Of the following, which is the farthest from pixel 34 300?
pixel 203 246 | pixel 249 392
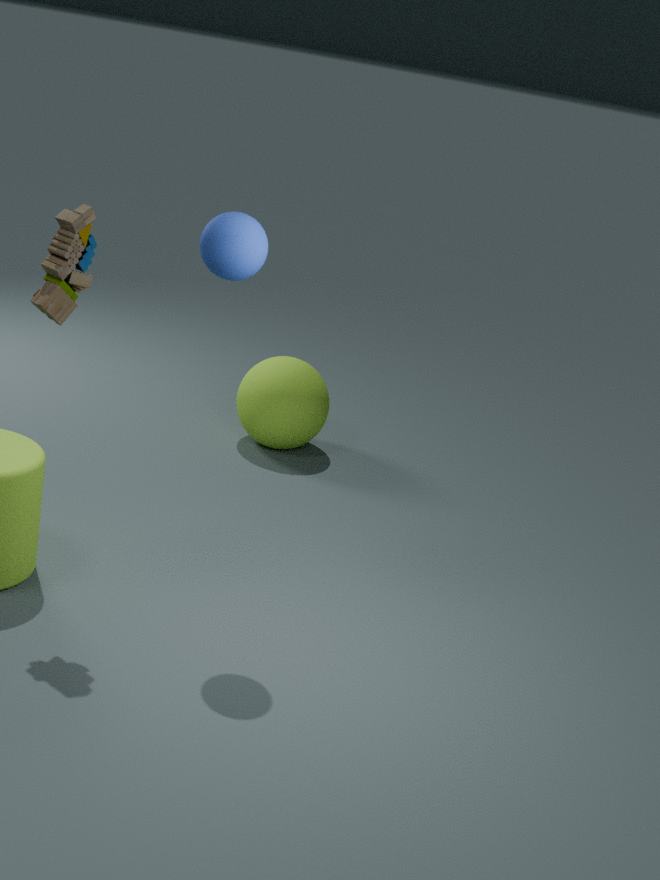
pixel 249 392
